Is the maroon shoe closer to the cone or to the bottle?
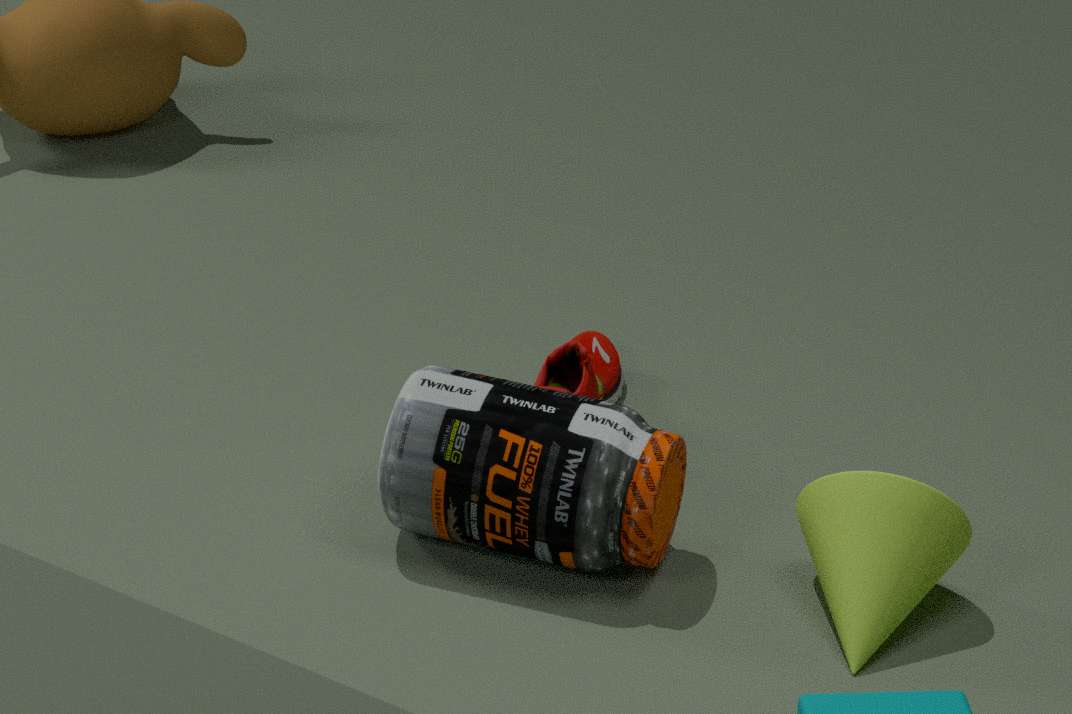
the bottle
